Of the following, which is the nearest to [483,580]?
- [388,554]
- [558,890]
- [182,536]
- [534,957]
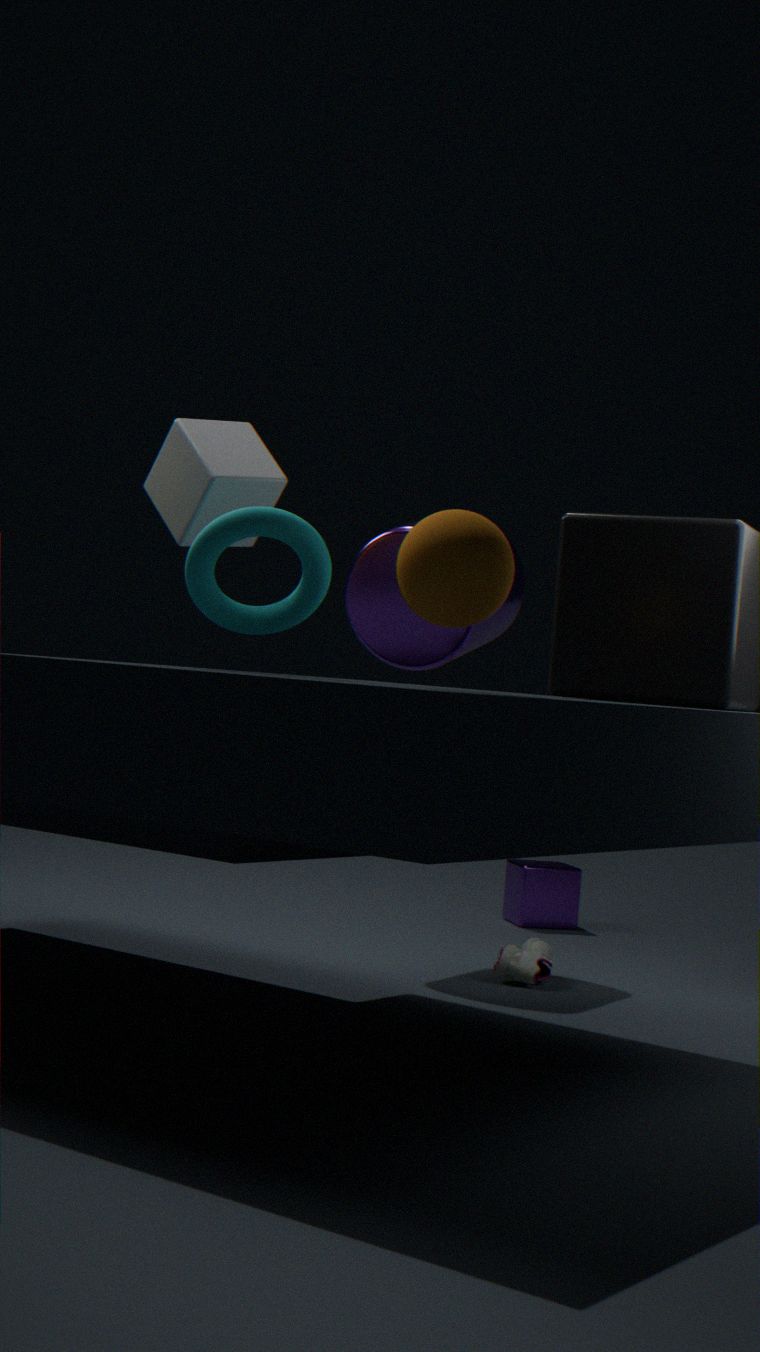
[182,536]
